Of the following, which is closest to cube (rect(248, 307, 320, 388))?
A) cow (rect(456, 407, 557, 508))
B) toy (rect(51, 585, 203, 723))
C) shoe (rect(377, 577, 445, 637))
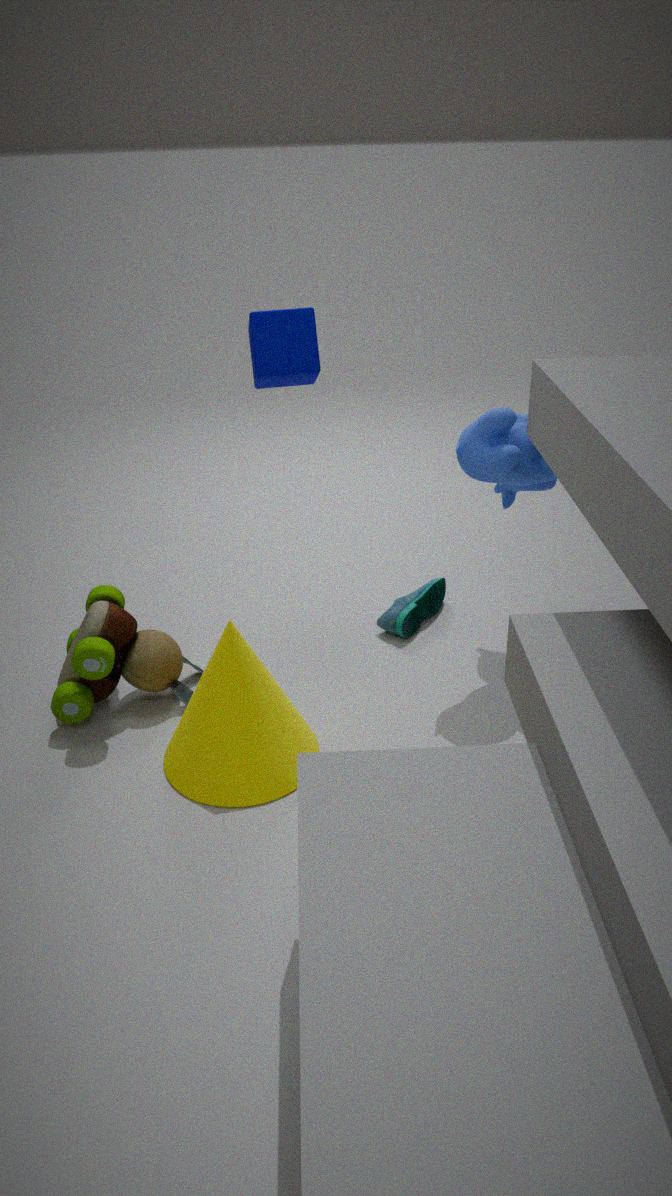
cow (rect(456, 407, 557, 508))
